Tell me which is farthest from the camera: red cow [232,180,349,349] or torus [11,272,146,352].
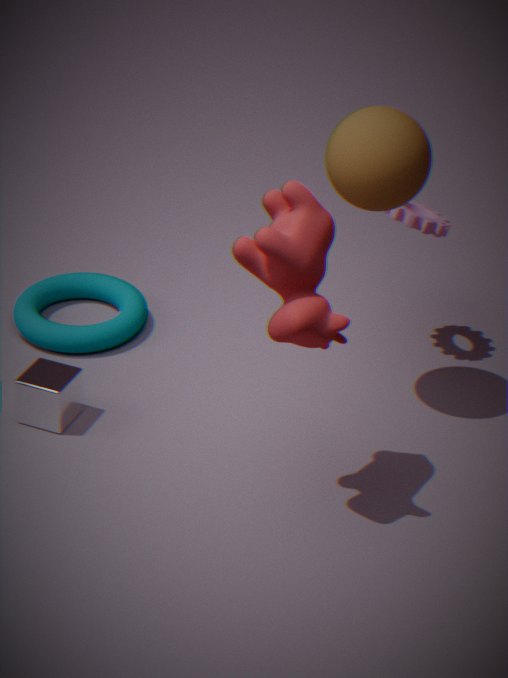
torus [11,272,146,352]
